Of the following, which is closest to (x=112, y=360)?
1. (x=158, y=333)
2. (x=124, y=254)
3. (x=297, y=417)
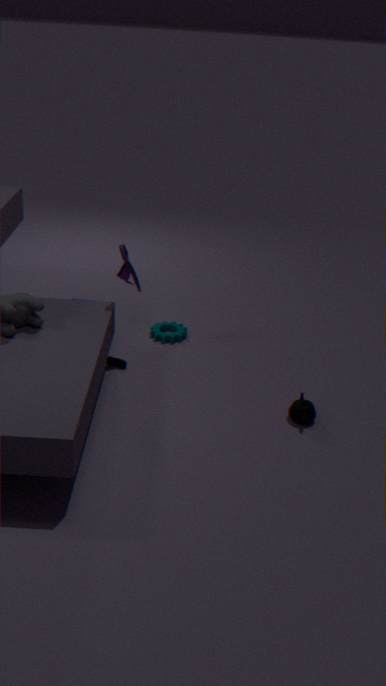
(x=158, y=333)
